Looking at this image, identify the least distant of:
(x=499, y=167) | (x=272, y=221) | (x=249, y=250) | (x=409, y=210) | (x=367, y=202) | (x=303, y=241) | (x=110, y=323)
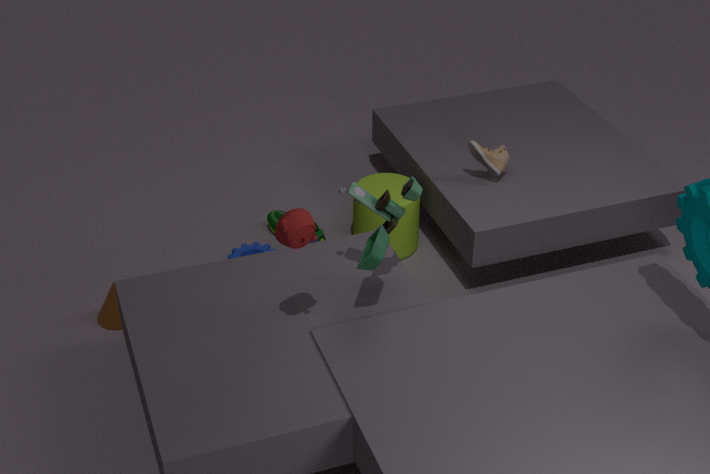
(x=303, y=241)
